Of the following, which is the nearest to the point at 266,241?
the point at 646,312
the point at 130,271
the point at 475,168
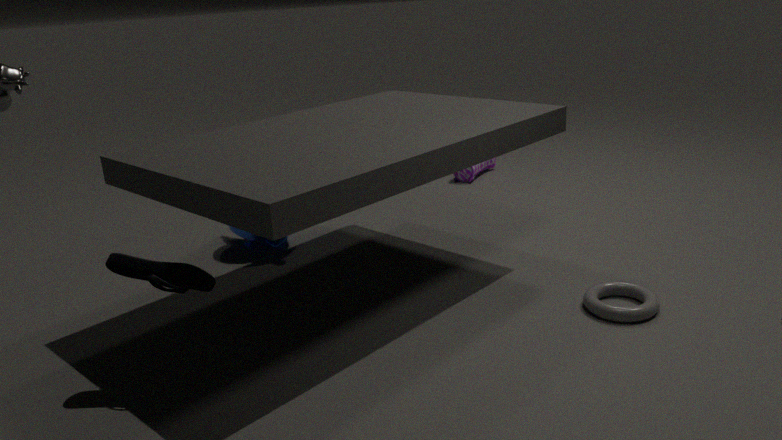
the point at 130,271
